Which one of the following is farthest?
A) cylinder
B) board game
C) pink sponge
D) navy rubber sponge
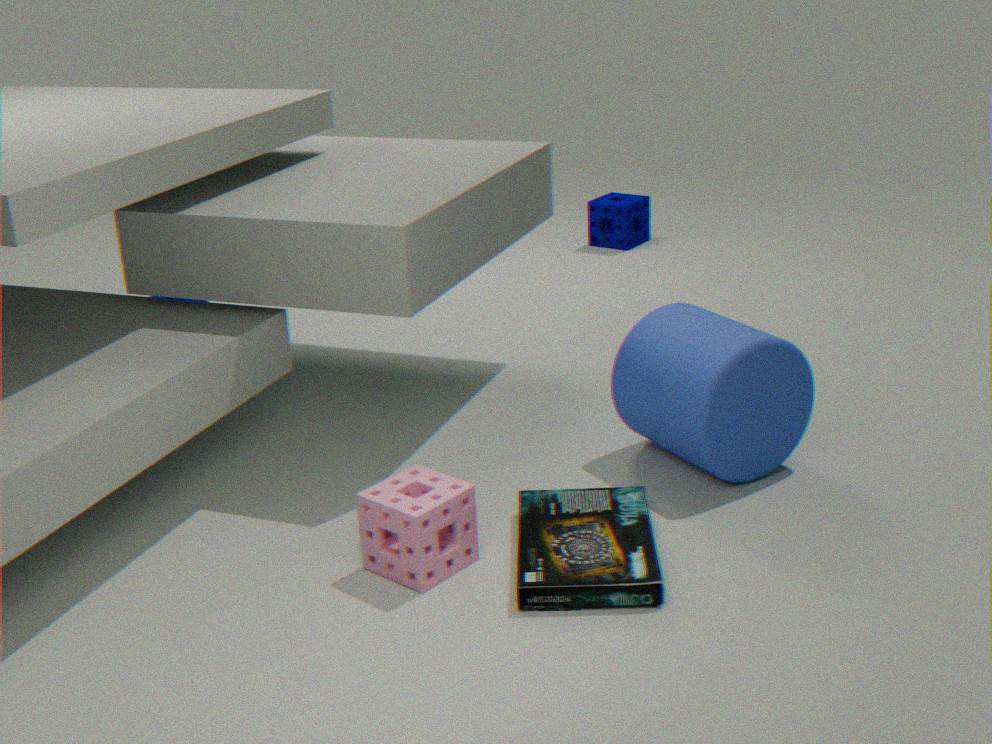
navy rubber sponge
